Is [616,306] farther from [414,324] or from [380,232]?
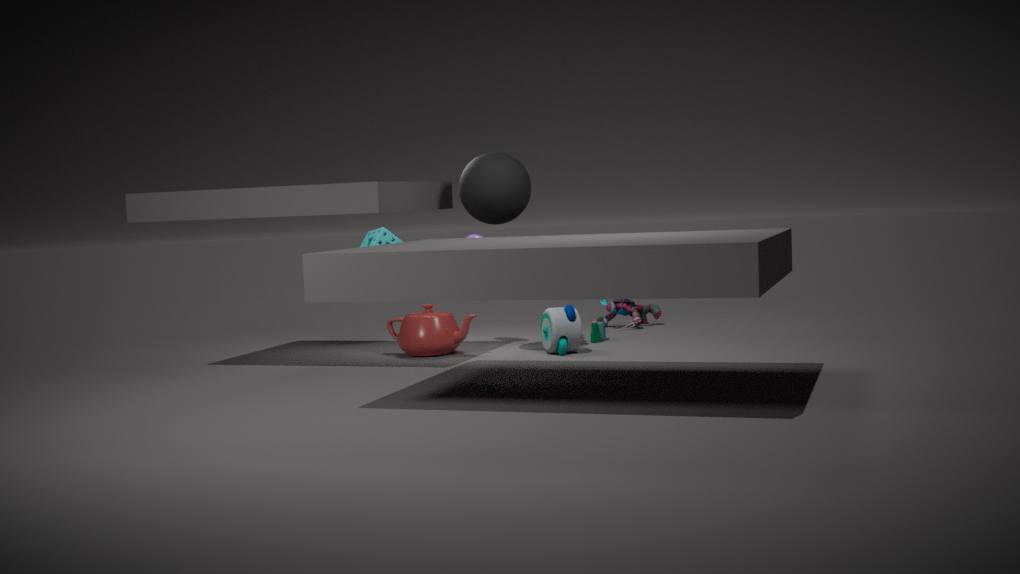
[380,232]
